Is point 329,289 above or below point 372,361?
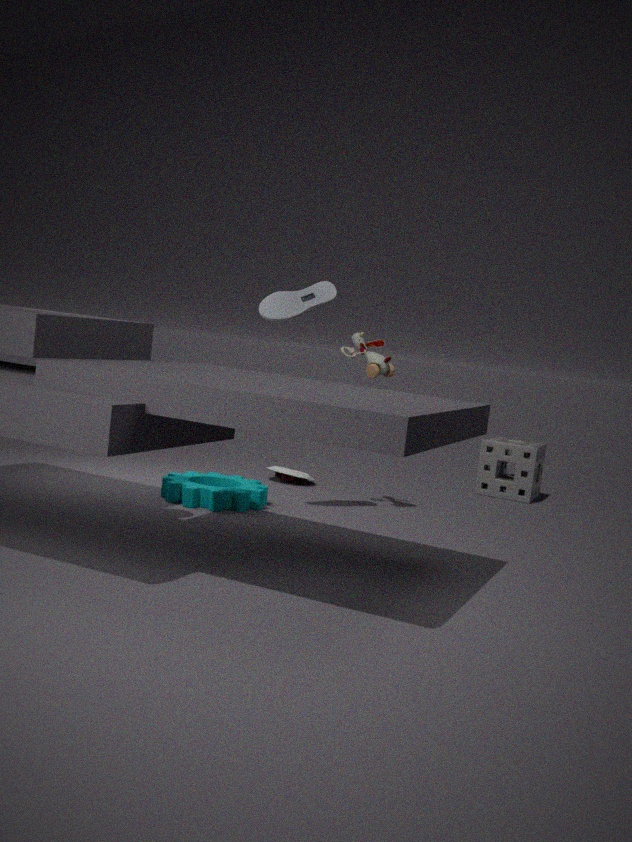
above
